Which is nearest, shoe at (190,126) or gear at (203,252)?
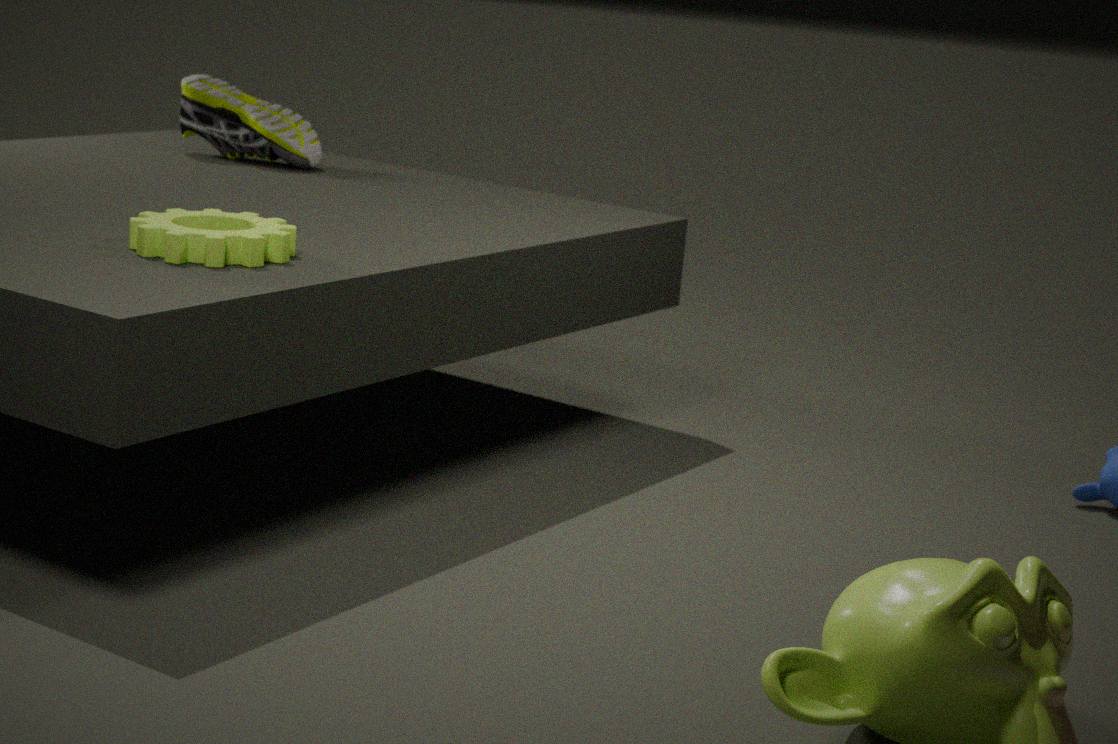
gear at (203,252)
